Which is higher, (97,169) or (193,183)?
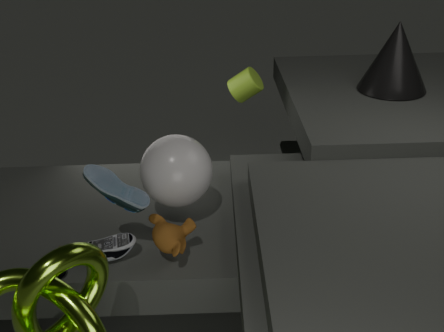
(97,169)
